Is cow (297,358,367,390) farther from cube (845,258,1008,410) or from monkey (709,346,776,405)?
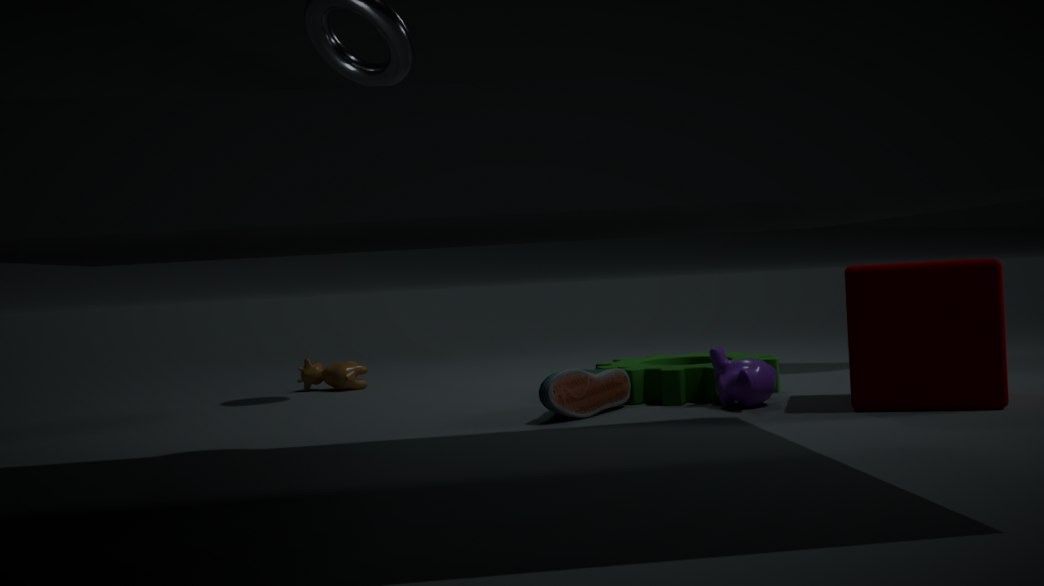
cube (845,258,1008,410)
